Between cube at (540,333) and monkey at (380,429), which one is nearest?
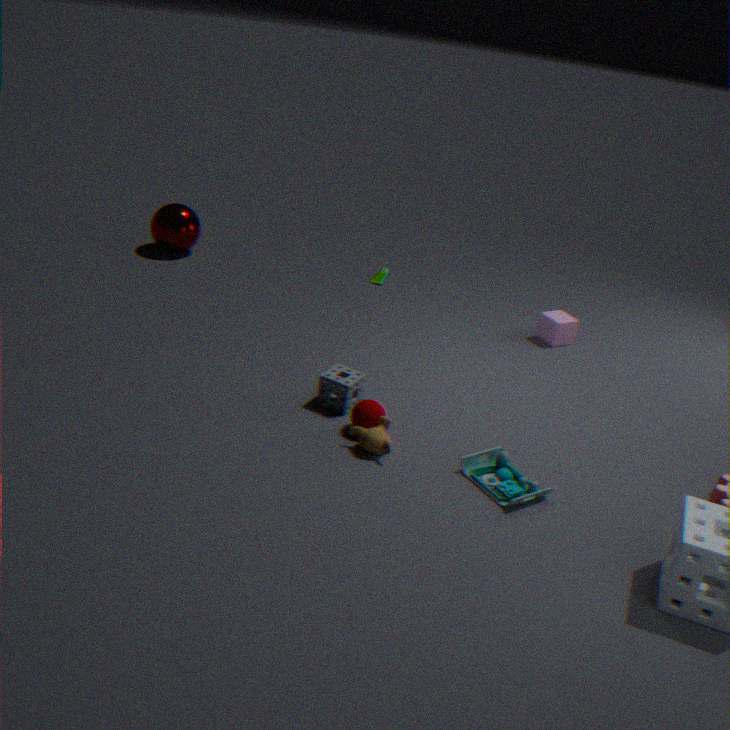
monkey at (380,429)
